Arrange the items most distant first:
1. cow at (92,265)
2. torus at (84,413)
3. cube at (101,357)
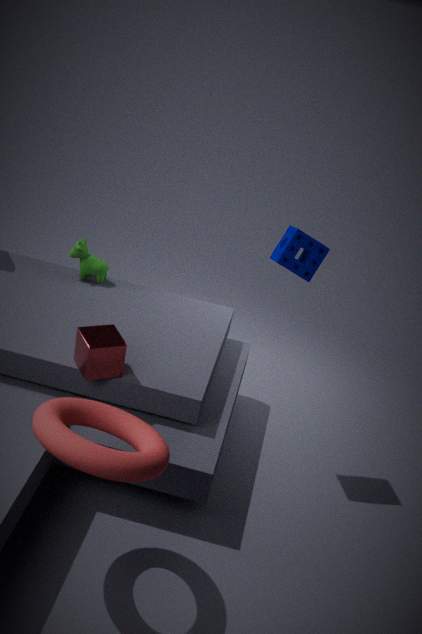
cow at (92,265)
cube at (101,357)
torus at (84,413)
